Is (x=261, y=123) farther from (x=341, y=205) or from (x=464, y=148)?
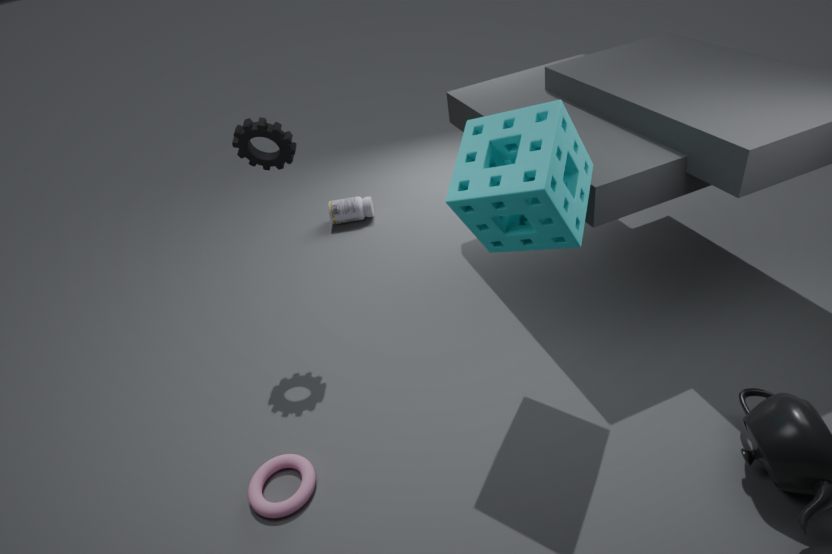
(x=341, y=205)
